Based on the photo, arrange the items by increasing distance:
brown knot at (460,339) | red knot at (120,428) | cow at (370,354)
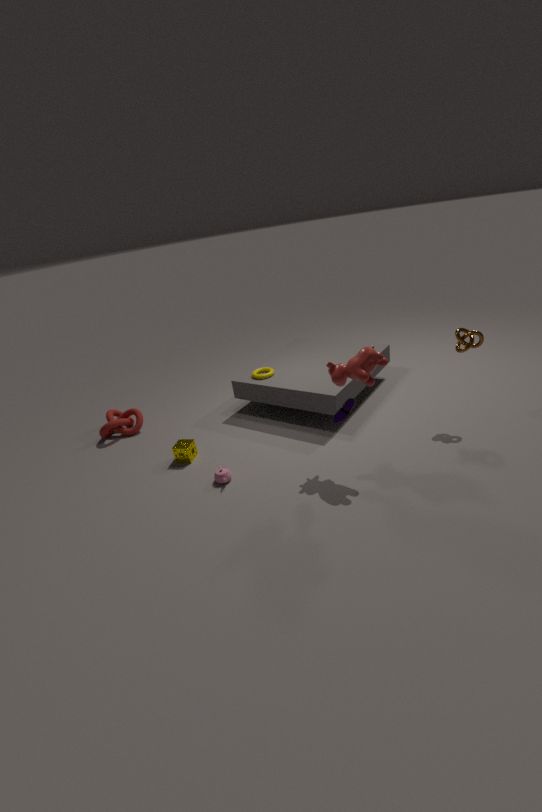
cow at (370,354) < brown knot at (460,339) < red knot at (120,428)
